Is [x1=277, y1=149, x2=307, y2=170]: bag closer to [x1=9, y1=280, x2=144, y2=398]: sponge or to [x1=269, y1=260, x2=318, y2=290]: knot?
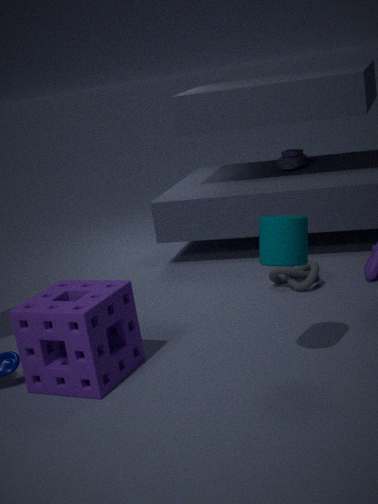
[x1=269, y1=260, x2=318, y2=290]: knot
